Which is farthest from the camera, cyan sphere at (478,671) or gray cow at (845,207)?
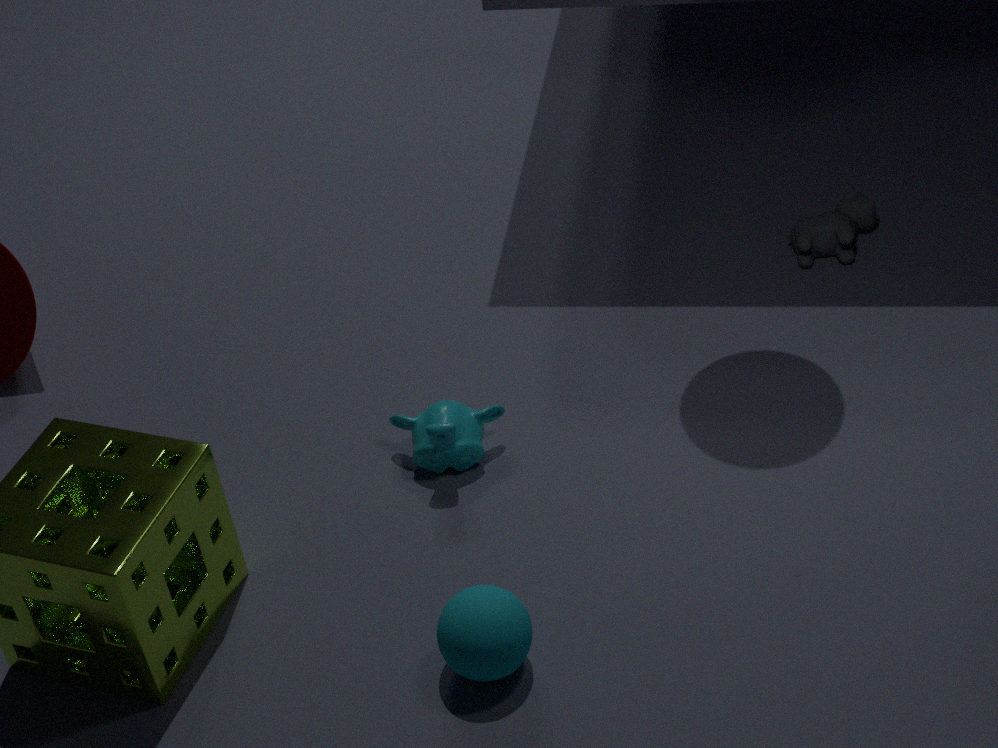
gray cow at (845,207)
